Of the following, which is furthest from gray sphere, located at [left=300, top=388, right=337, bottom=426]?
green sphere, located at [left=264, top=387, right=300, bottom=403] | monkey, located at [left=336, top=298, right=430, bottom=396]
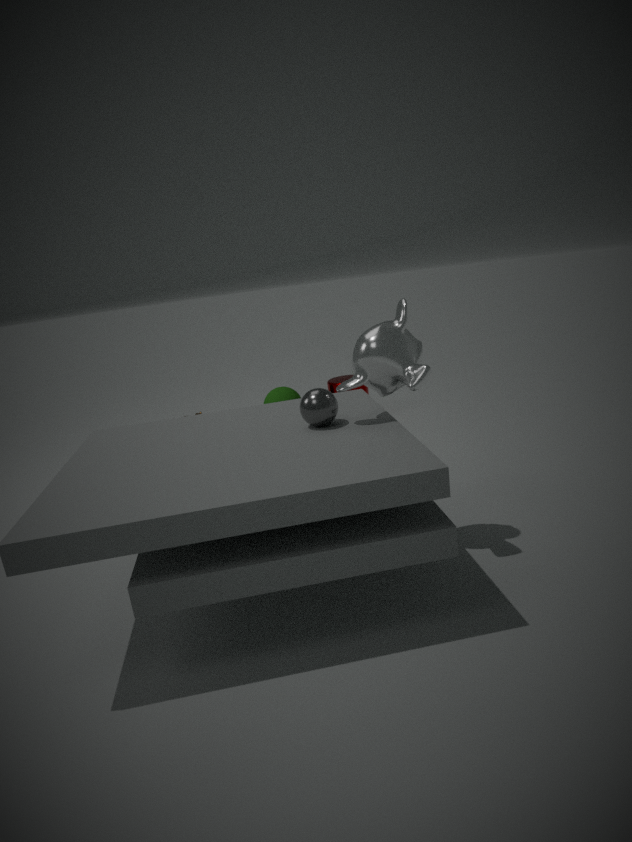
green sphere, located at [left=264, top=387, right=300, bottom=403]
